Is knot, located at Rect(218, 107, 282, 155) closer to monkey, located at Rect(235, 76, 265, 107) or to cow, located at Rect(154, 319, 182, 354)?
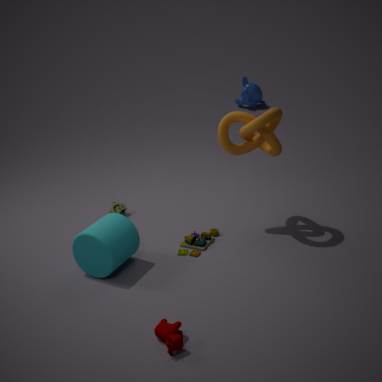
cow, located at Rect(154, 319, 182, 354)
